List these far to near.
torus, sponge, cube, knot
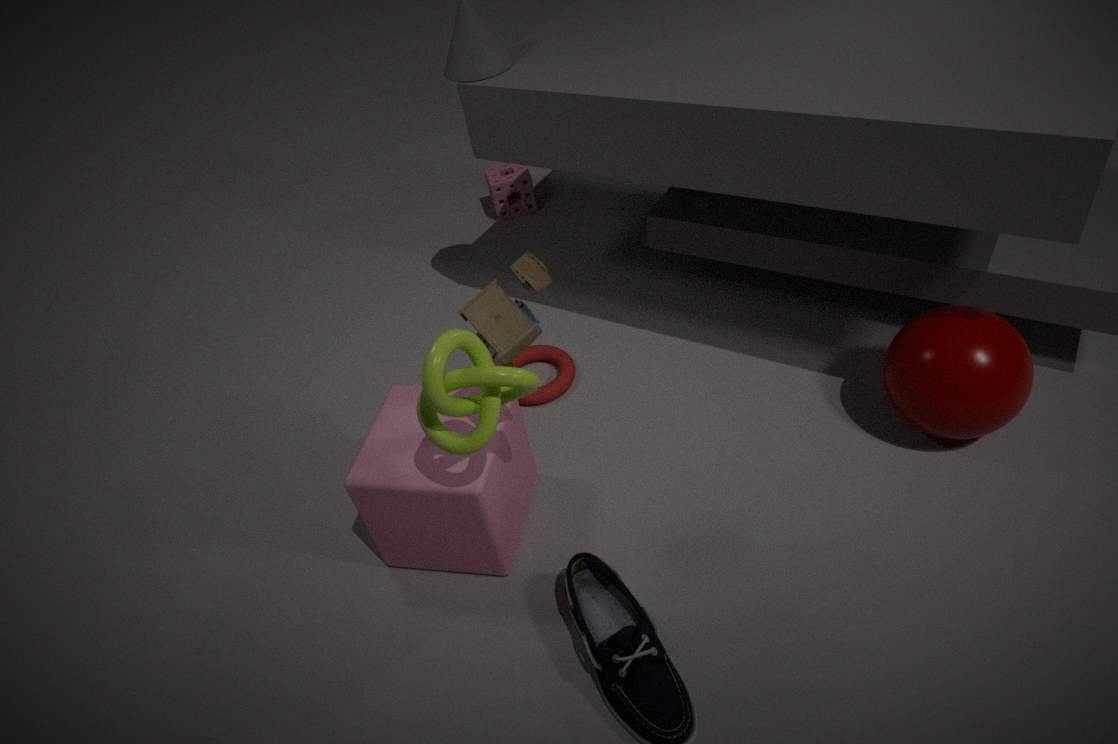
sponge → torus → cube → knot
